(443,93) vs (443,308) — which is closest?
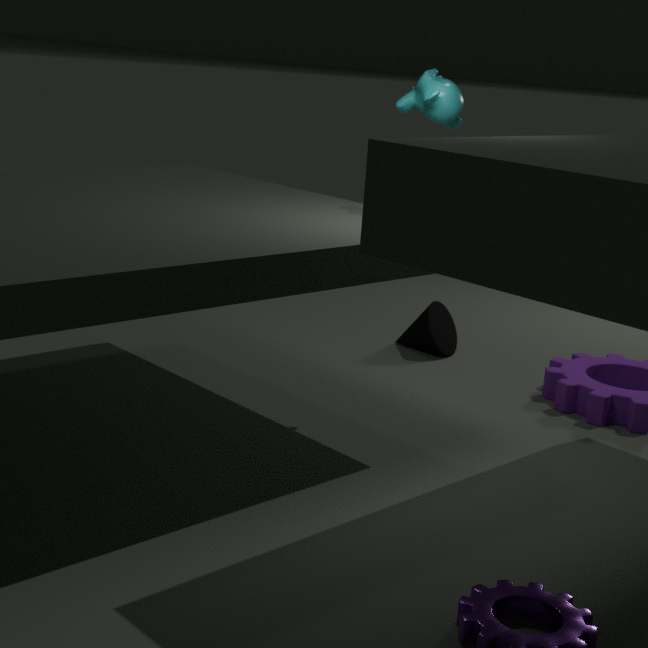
(443,93)
